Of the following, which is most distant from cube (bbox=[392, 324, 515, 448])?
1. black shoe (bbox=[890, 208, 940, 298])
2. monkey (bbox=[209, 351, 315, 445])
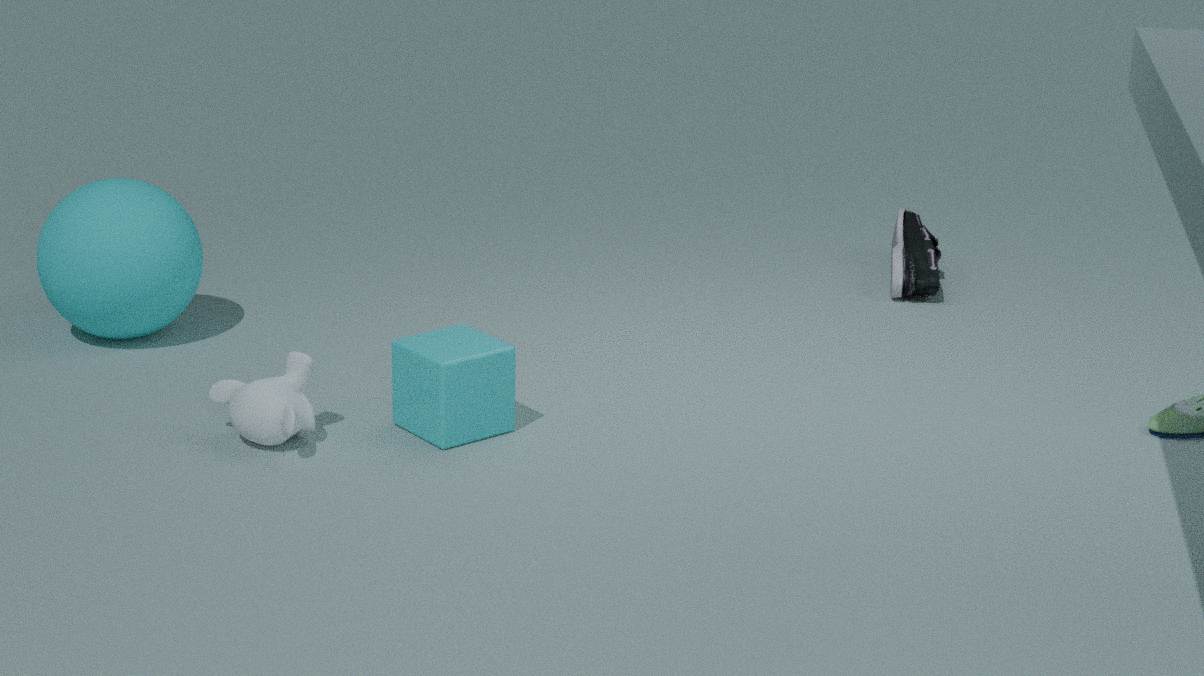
black shoe (bbox=[890, 208, 940, 298])
